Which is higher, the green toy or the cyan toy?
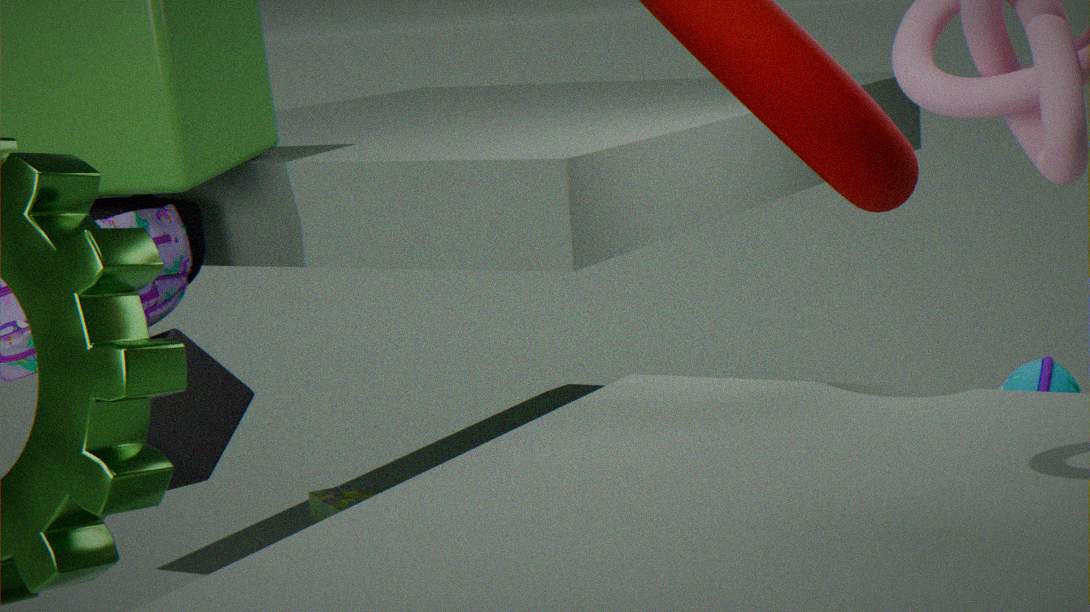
the cyan toy
